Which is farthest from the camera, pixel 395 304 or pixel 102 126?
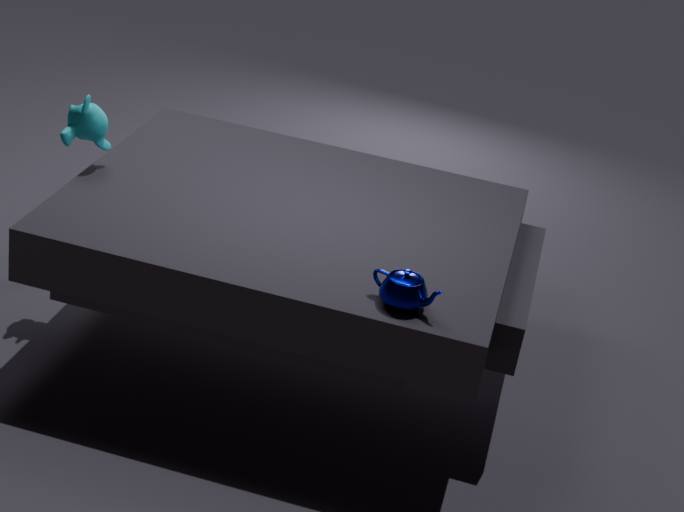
pixel 102 126
